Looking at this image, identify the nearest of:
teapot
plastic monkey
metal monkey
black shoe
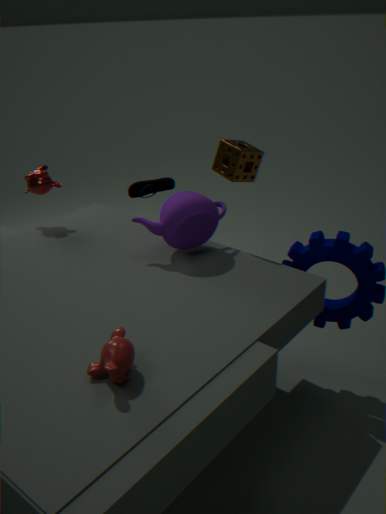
plastic monkey
